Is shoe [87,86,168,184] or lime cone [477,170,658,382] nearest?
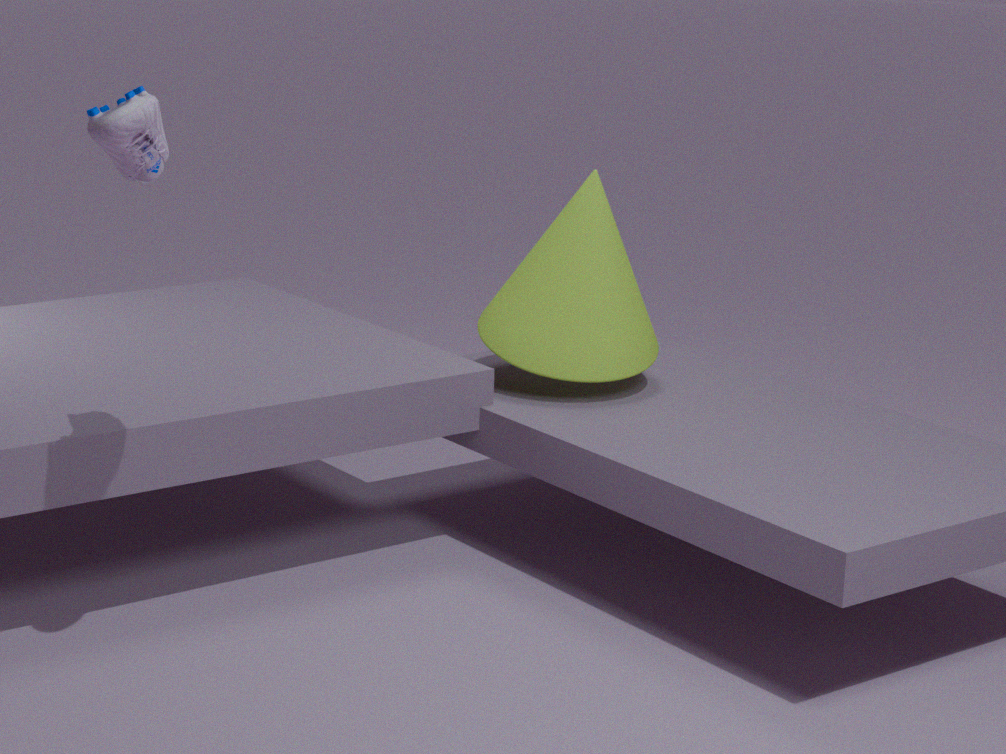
shoe [87,86,168,184]
